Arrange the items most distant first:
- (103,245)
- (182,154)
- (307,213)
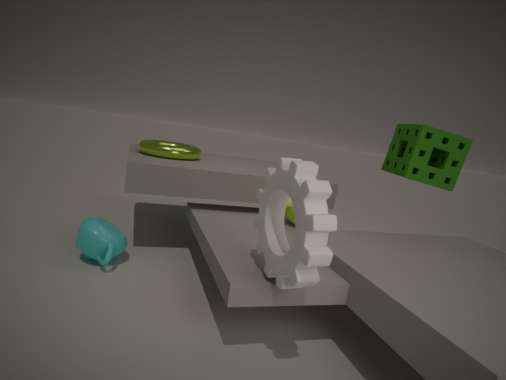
(182,154) < (103,245) < (307,213)
